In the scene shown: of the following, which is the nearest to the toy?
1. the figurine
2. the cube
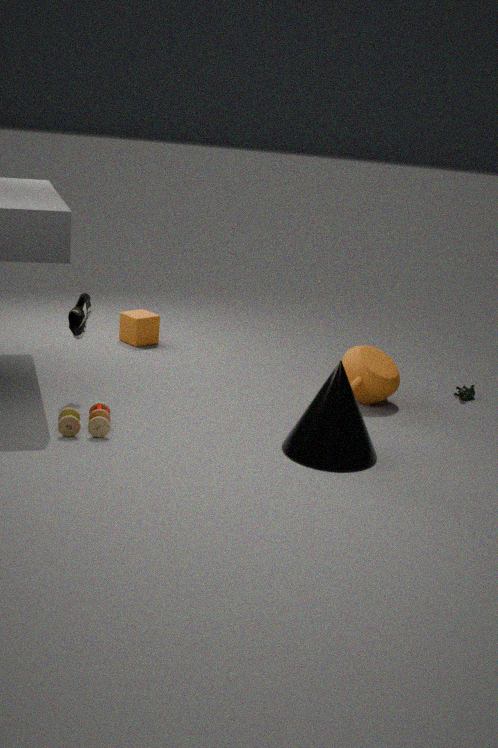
the cube
